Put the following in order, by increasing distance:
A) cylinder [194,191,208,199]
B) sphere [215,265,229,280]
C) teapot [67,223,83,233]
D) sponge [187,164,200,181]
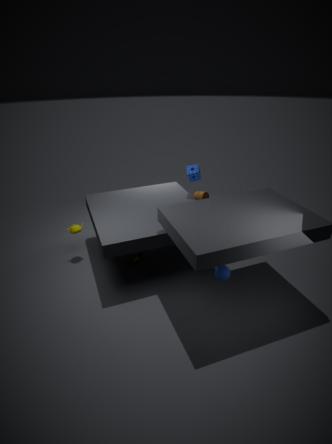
sphere [215,265,229,280]
teapot [67,223,83,233]
sponge [187,164,200,181]
cylinder [194,191,208,199]
